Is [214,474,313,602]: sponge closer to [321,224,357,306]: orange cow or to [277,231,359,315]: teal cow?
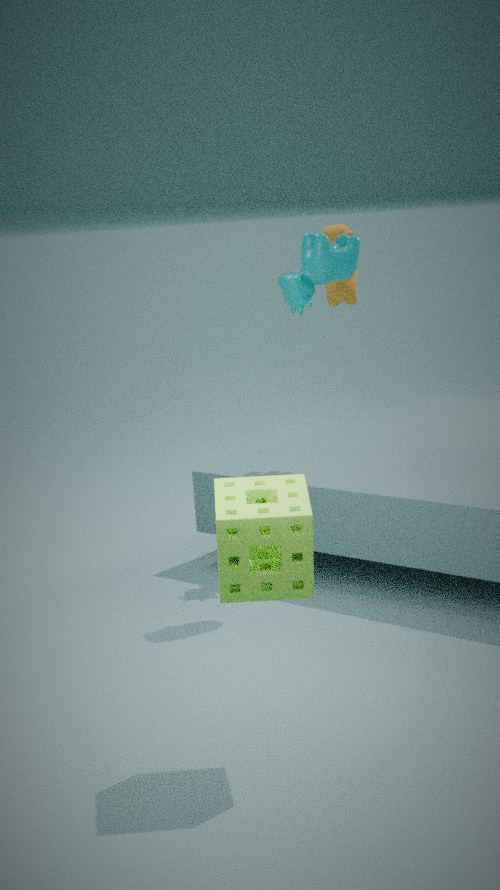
[277,231,359,315]: teal cow
